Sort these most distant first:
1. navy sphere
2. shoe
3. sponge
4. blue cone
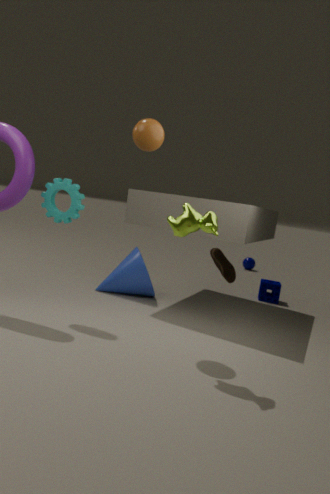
navy sphere < sponge < blue cone < shoe
